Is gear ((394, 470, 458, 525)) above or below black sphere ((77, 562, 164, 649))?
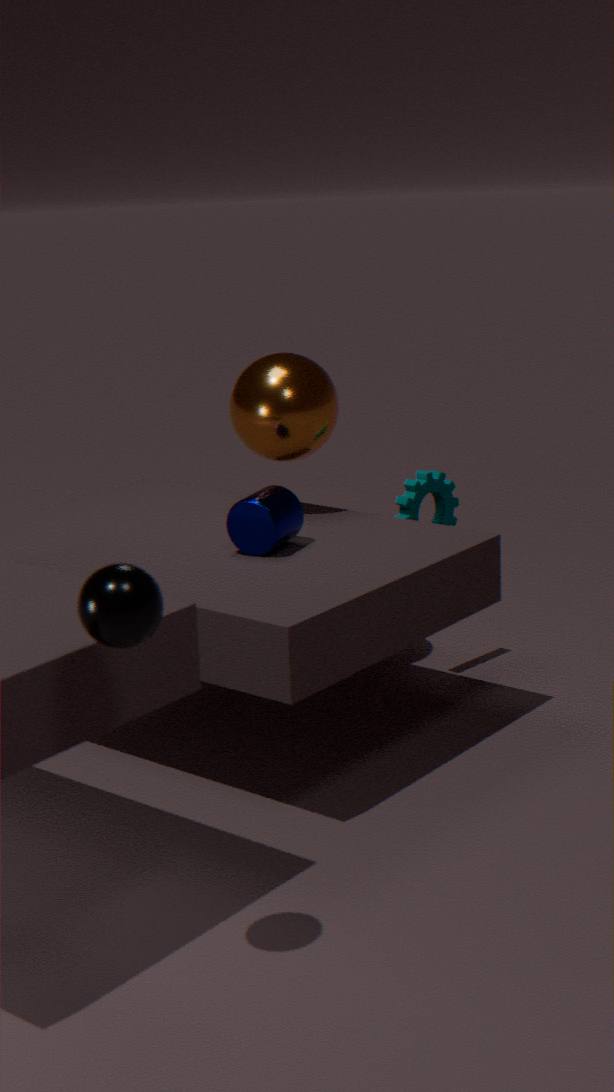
below
